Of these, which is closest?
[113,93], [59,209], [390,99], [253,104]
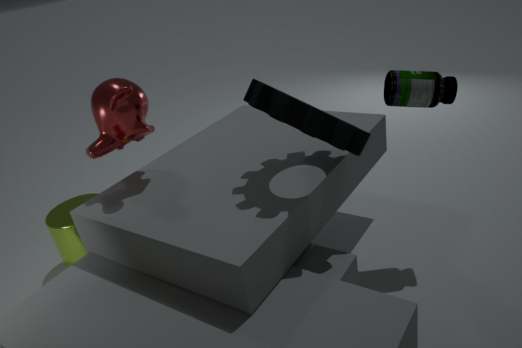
[253,104]
